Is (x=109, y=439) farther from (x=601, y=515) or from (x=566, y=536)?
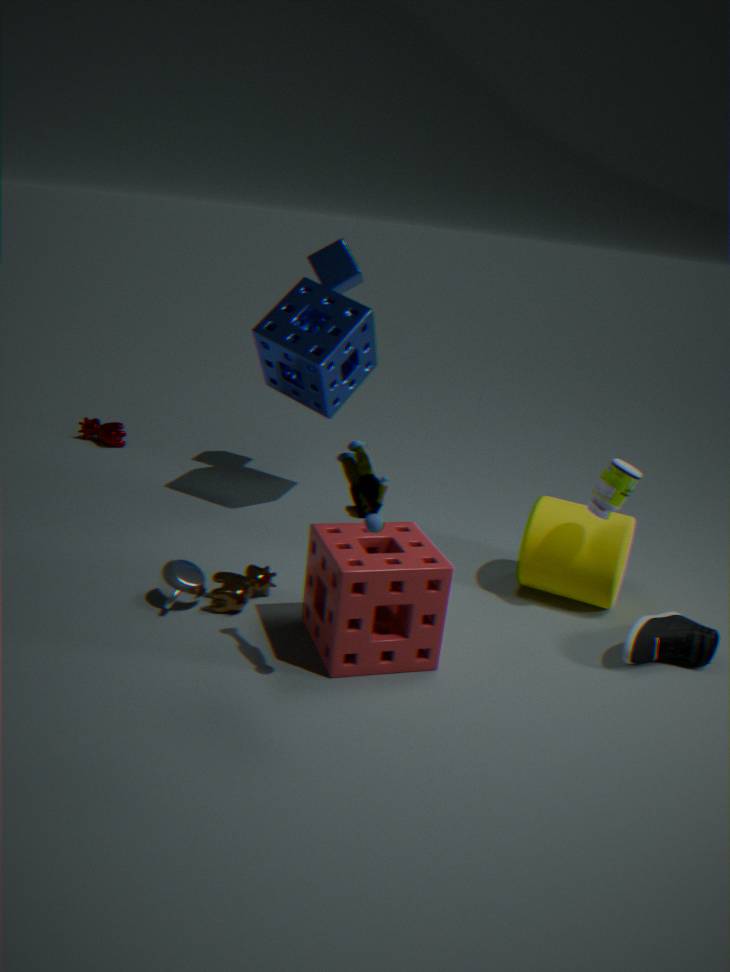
(x=601, y=515)
